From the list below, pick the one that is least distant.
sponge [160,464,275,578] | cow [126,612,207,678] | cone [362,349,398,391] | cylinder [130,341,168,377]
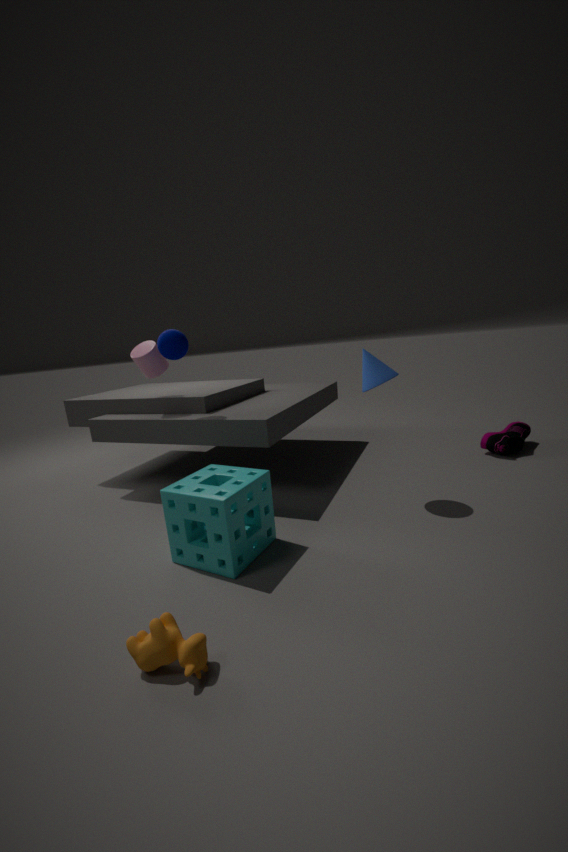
cow [126,612,207,678]
